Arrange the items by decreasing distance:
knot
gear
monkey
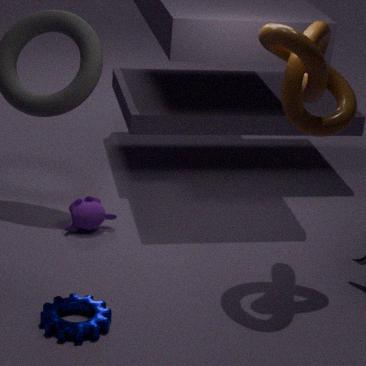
monkey < knot < gear
